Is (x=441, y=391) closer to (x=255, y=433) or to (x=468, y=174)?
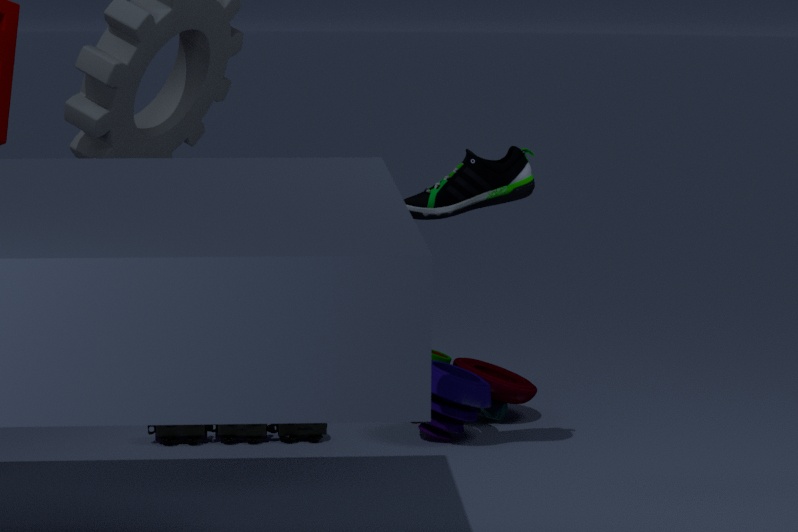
(x=255, y=433)
